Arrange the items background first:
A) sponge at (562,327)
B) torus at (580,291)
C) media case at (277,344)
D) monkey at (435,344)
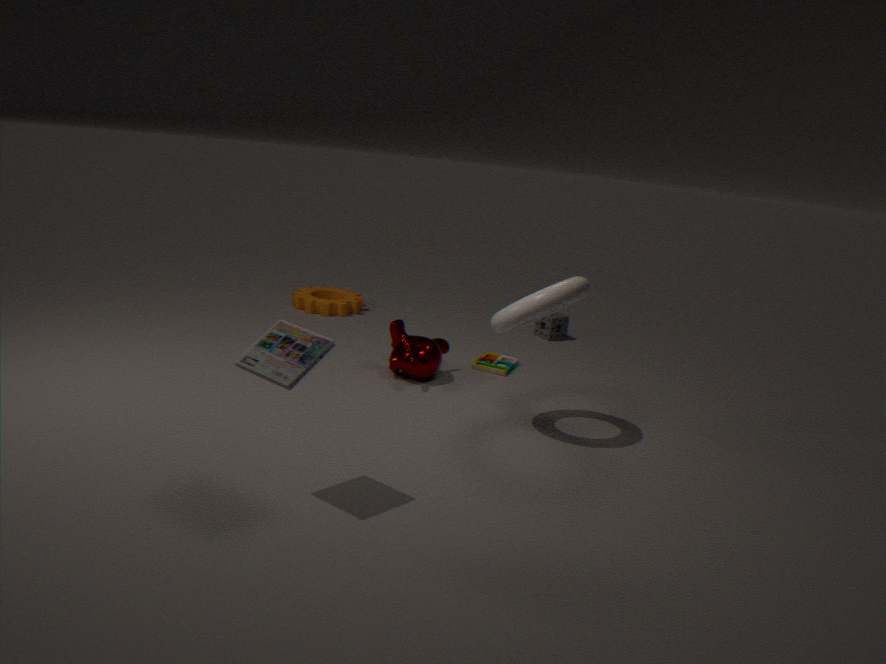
sponge at (562,327), monkey at (435,344), torus at (580,291), media case at (277,344)
